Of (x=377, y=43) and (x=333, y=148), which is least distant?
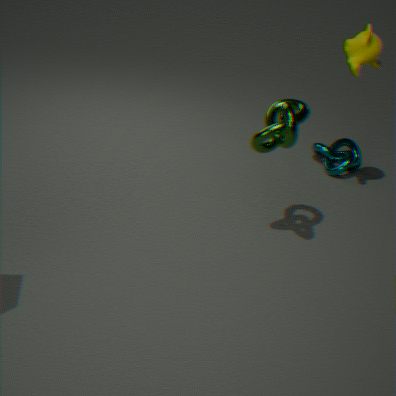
(x=377, y=43)
